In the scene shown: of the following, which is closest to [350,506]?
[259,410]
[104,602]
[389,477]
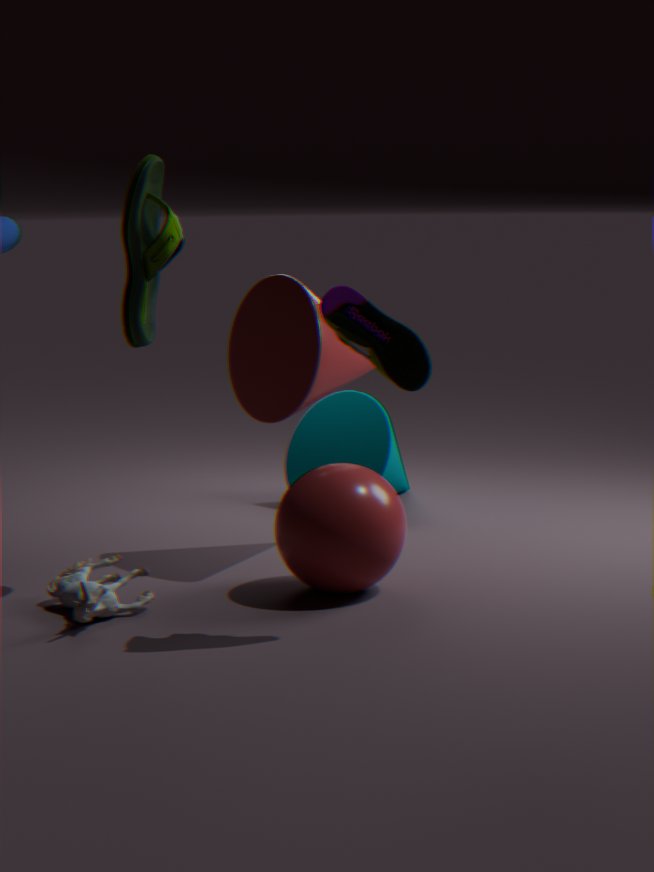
[259,410]
